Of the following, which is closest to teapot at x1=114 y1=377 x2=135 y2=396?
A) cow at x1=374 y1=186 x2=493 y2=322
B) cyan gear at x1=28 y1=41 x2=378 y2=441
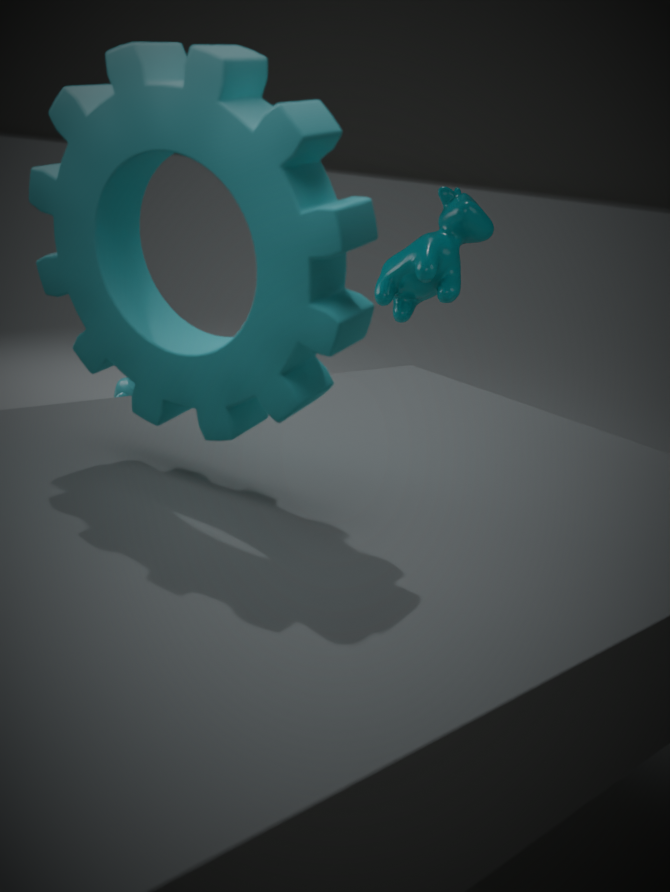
cow at x1=374 y1=186 x2=493 y2=322
